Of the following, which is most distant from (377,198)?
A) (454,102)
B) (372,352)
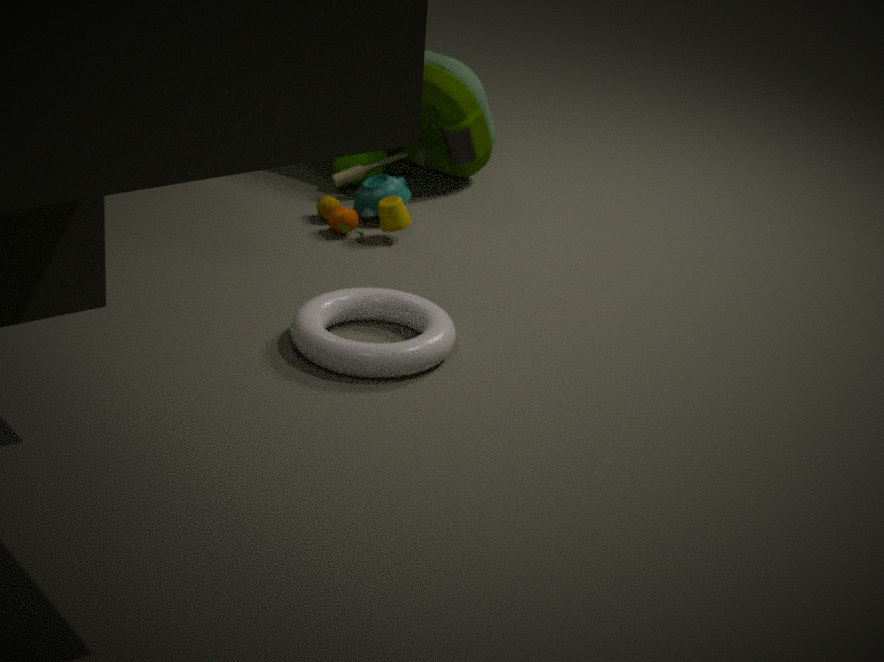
(372,352)
